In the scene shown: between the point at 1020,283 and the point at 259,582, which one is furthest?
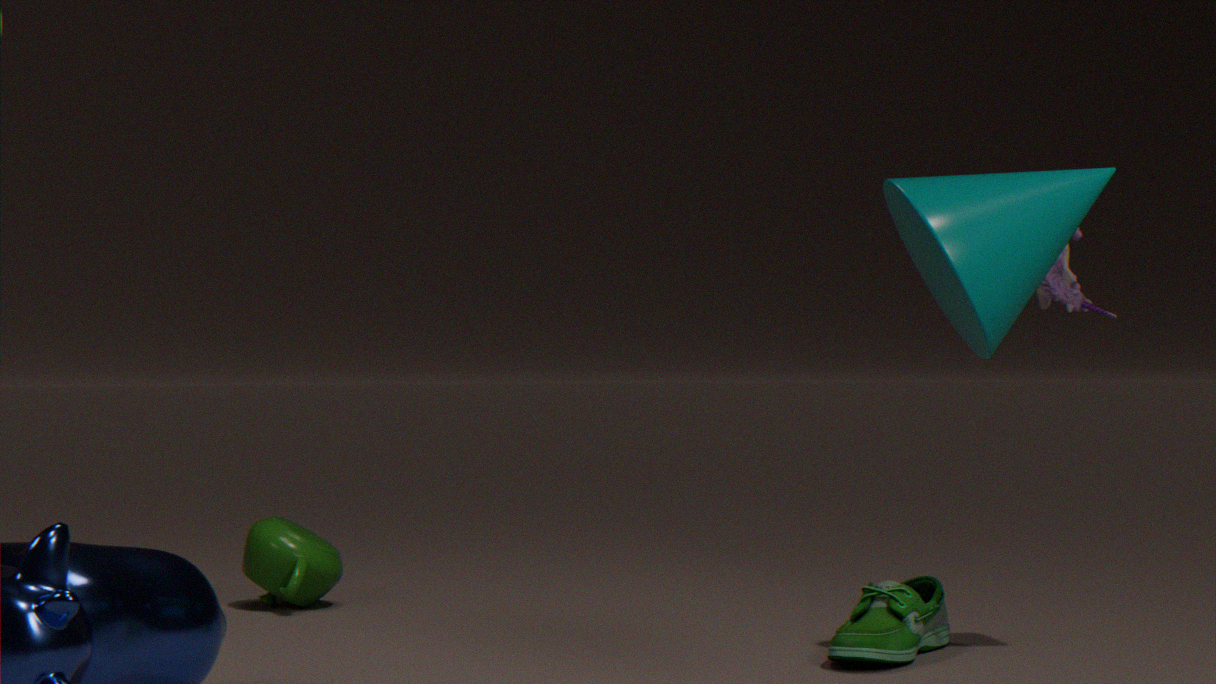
the point at 259,582
